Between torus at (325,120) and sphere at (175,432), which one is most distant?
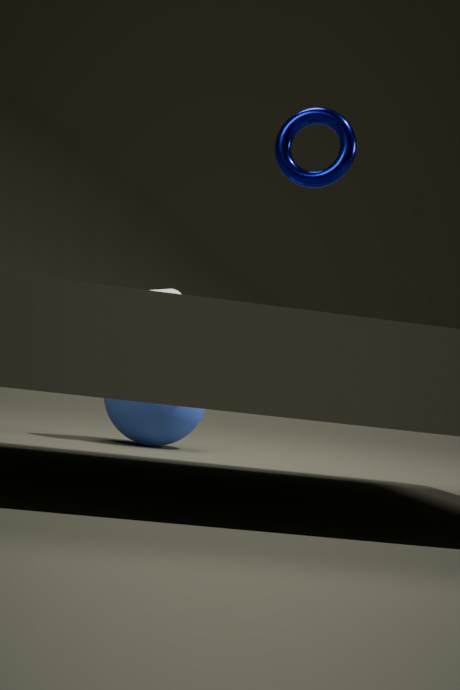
sphere at (175,432)
